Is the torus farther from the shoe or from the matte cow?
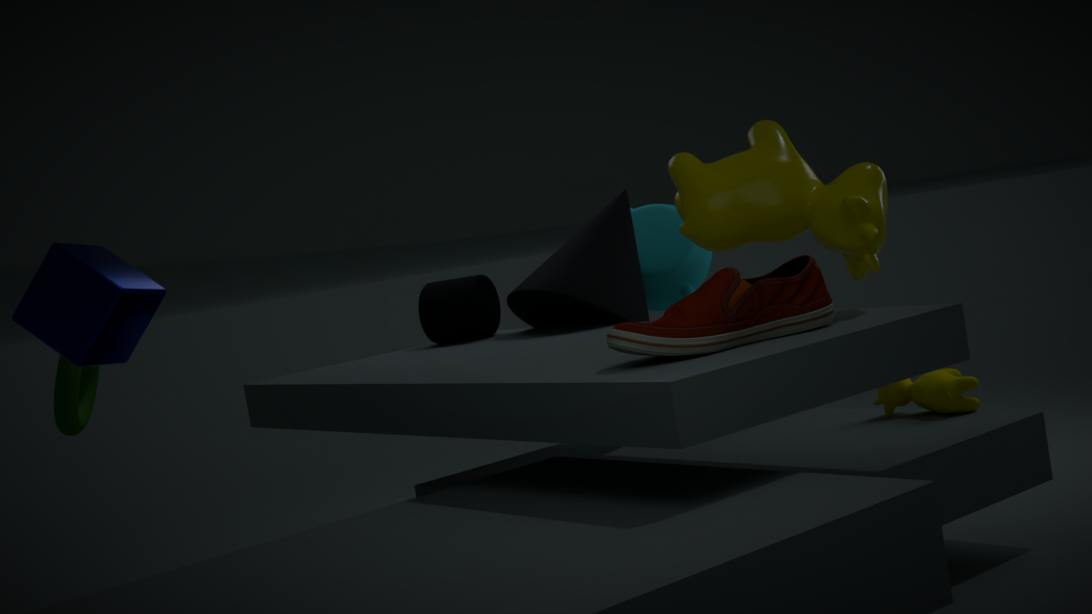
the matte cow
